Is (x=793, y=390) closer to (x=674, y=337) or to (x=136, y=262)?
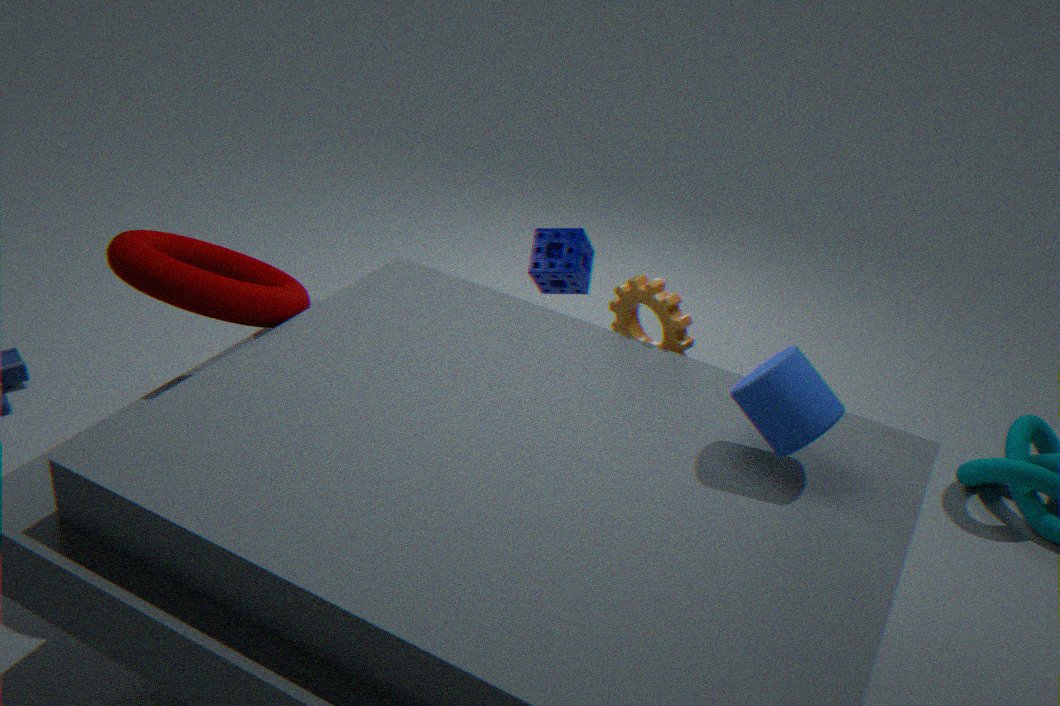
(x=674, y=337)
